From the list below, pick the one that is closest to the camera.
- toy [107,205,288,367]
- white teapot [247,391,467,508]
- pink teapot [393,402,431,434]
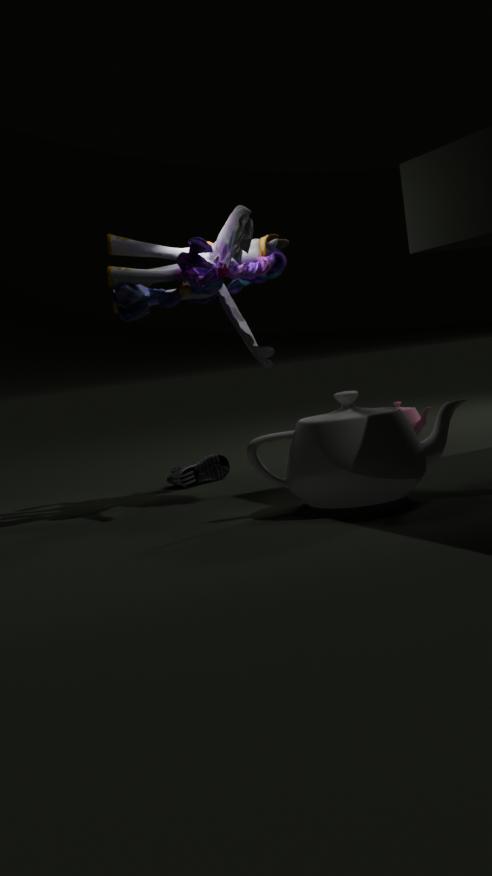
white teapot [247,391,467,508]
